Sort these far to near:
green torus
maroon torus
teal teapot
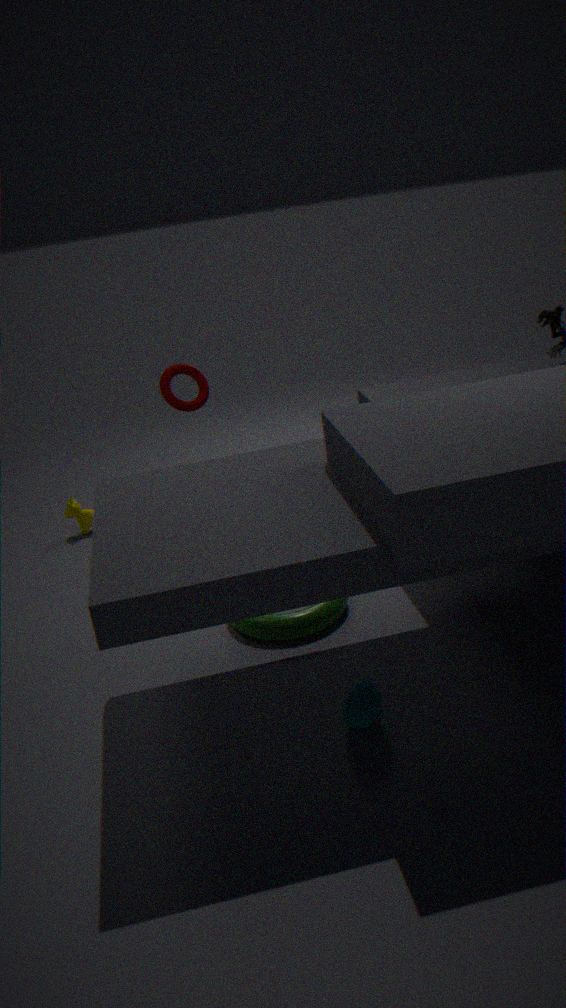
maroon torus → green torus → teal teapot
